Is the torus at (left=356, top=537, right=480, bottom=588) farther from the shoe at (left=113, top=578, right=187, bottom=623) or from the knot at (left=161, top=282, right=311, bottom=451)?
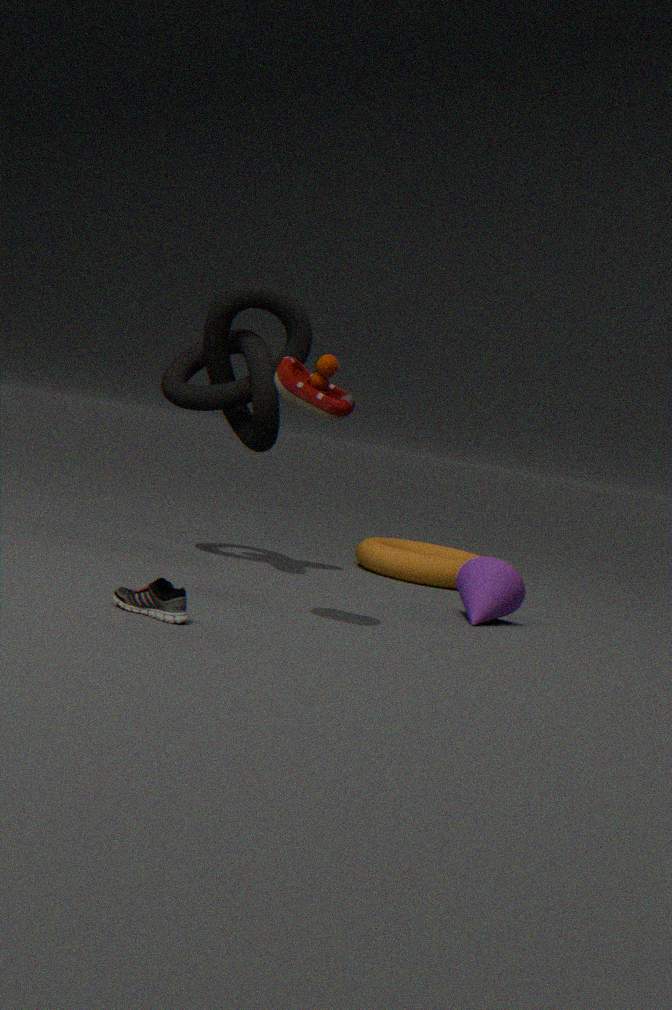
the shoe at (left=113, top=578, right=187, bottom=623)
